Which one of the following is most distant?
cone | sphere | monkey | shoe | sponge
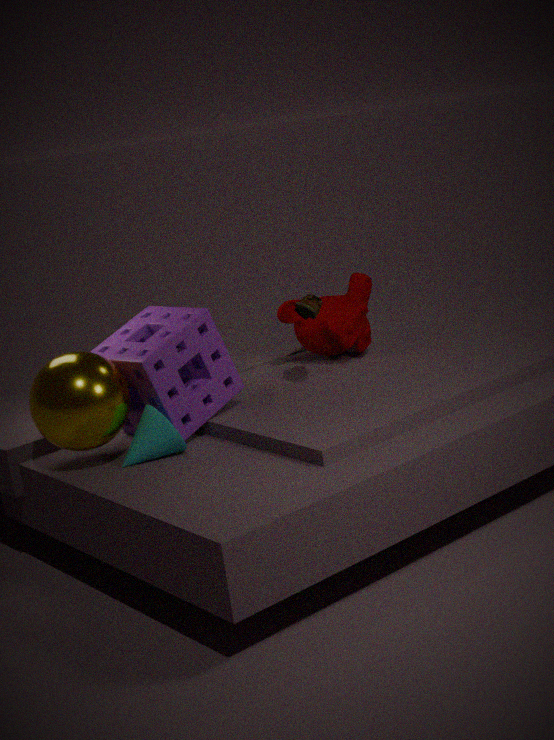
monkey
